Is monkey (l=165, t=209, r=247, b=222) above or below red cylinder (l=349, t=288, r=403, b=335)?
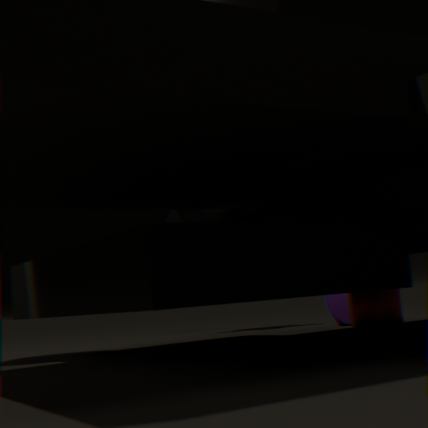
above
